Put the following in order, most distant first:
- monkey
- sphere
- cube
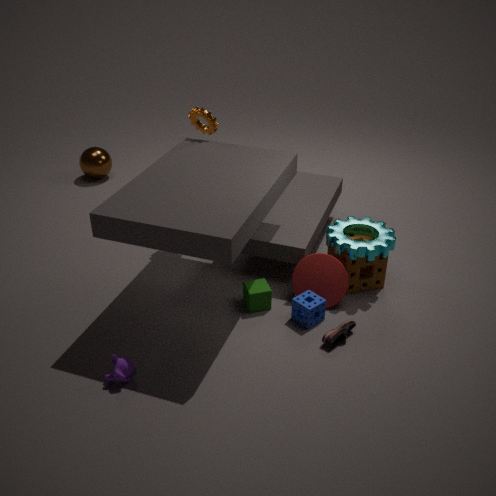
1. sphere
2. cube
3. monkey
